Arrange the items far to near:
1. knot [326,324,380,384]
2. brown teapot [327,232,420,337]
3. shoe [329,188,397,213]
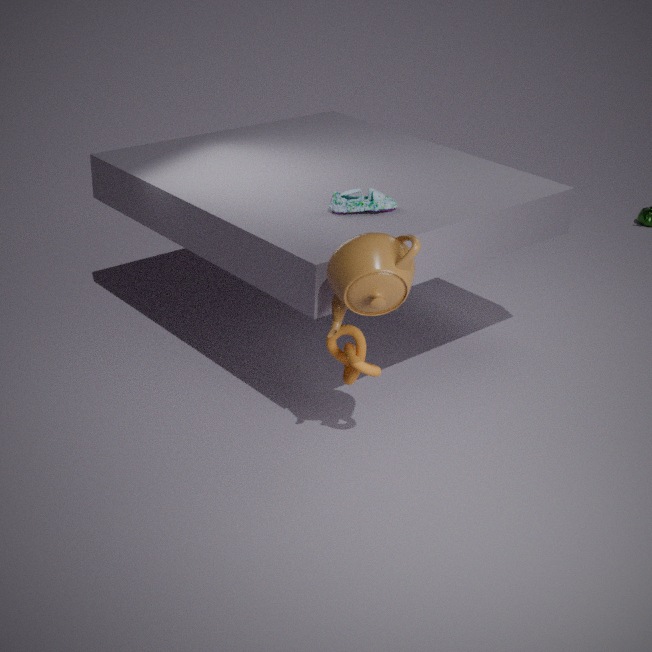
shoe [329,188,397,213] → knot [326,324,380,384] → brown teapot [327,232,420,337]
